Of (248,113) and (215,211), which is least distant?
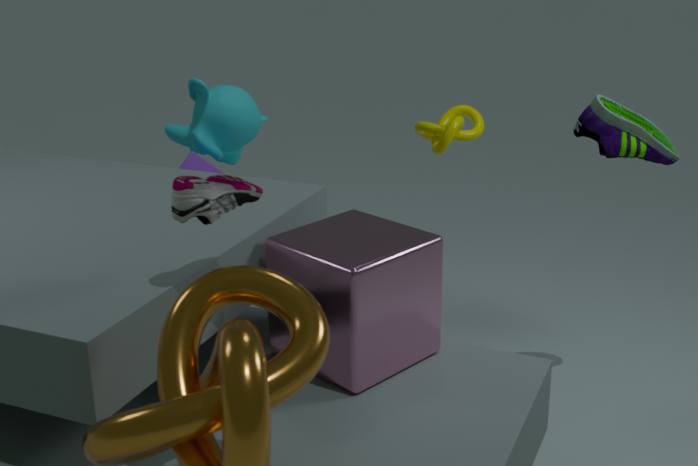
(215,211)
